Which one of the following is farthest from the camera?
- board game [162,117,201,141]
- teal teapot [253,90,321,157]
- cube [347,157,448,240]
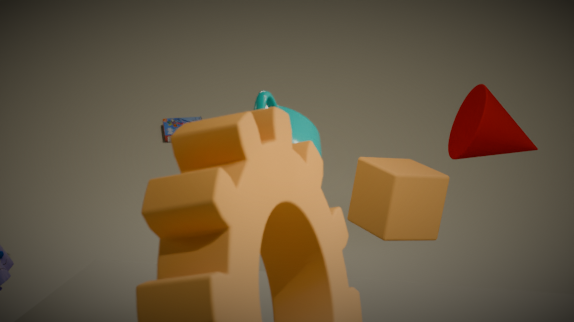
board game [162,117,201,141]
